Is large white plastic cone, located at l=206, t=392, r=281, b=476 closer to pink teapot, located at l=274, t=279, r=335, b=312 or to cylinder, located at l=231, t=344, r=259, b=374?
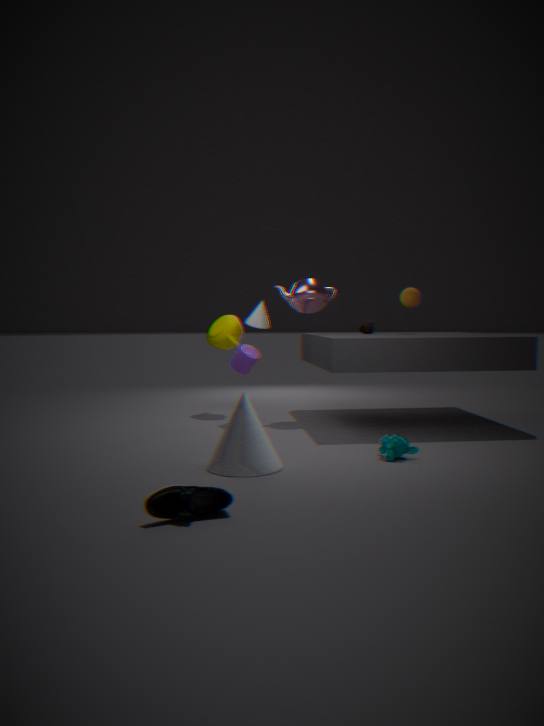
cylinder, located at l=231, t=344, r=259, b=374
